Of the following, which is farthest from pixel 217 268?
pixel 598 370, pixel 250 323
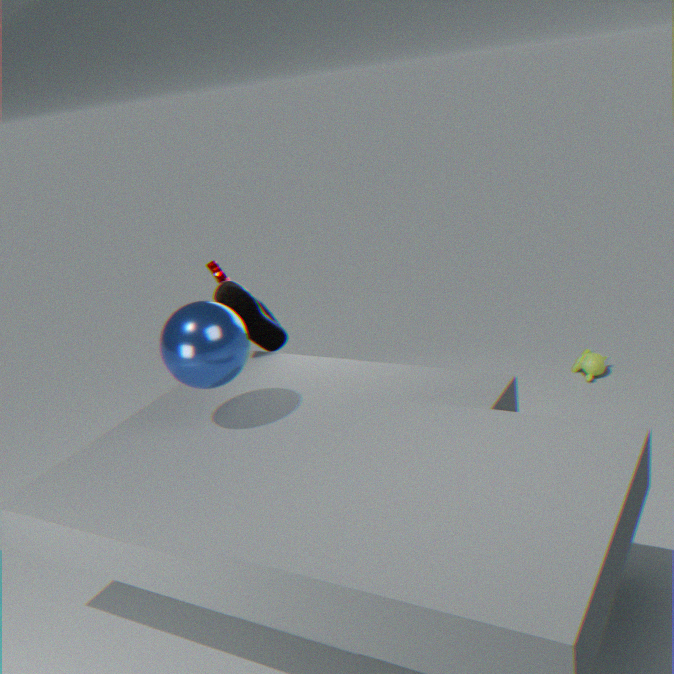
pixel 598 370
